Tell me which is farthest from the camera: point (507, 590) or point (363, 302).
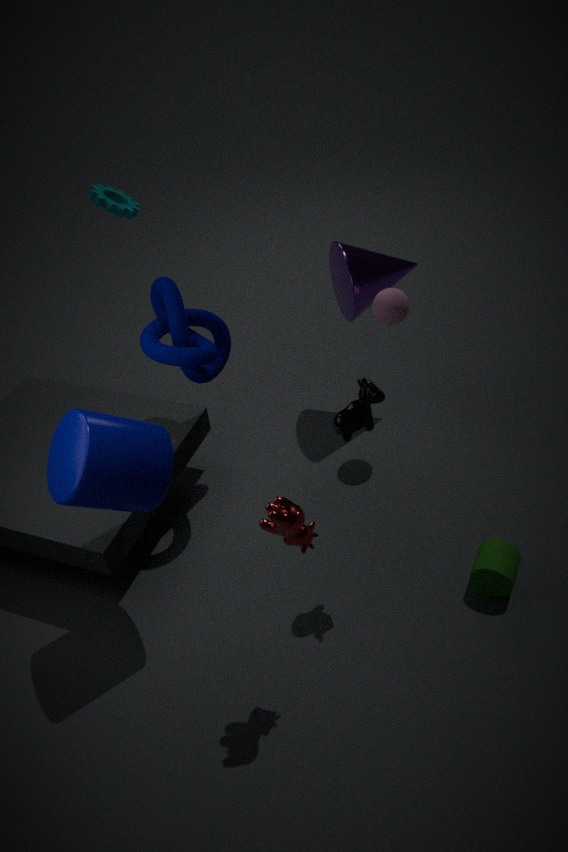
point (363, 302)
